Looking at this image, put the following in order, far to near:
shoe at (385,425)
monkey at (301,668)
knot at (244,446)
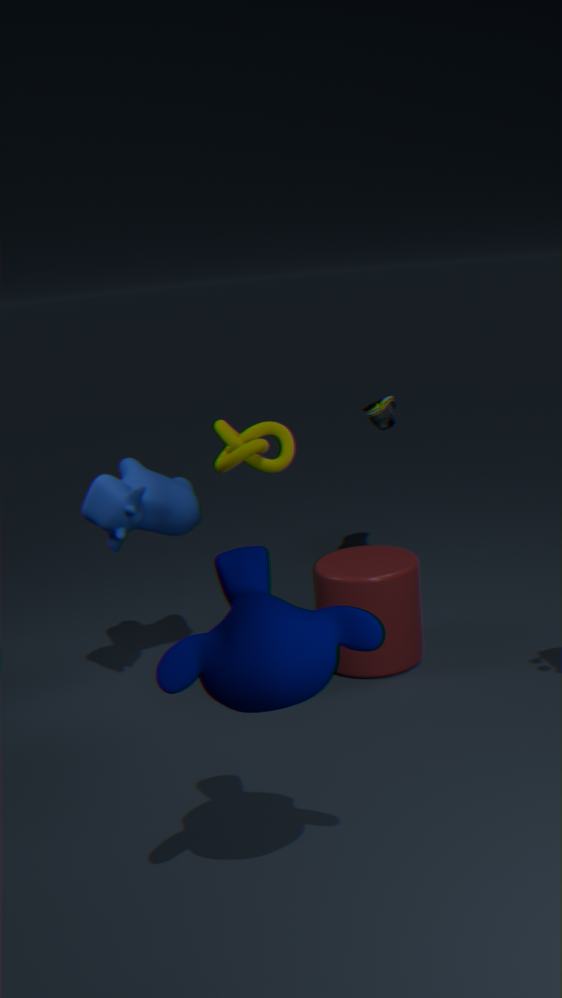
shoe at (385,425)
knot at (244,446)
monkey at (301,668)
